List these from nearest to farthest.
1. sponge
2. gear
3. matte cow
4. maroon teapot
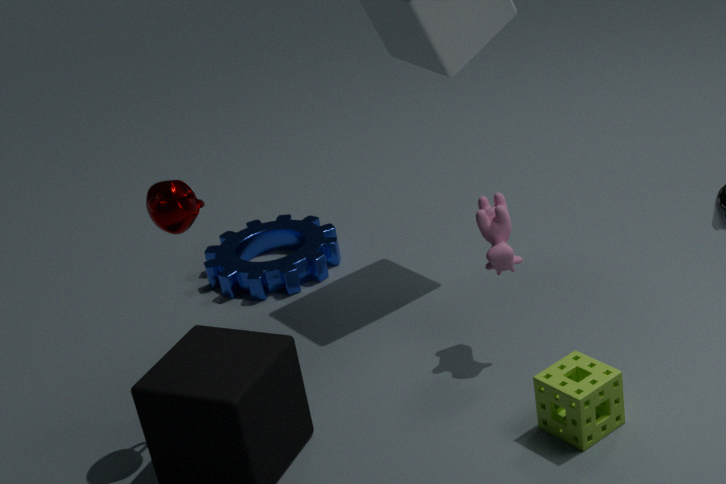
sponge
maroon teapot
matte cow
gear
